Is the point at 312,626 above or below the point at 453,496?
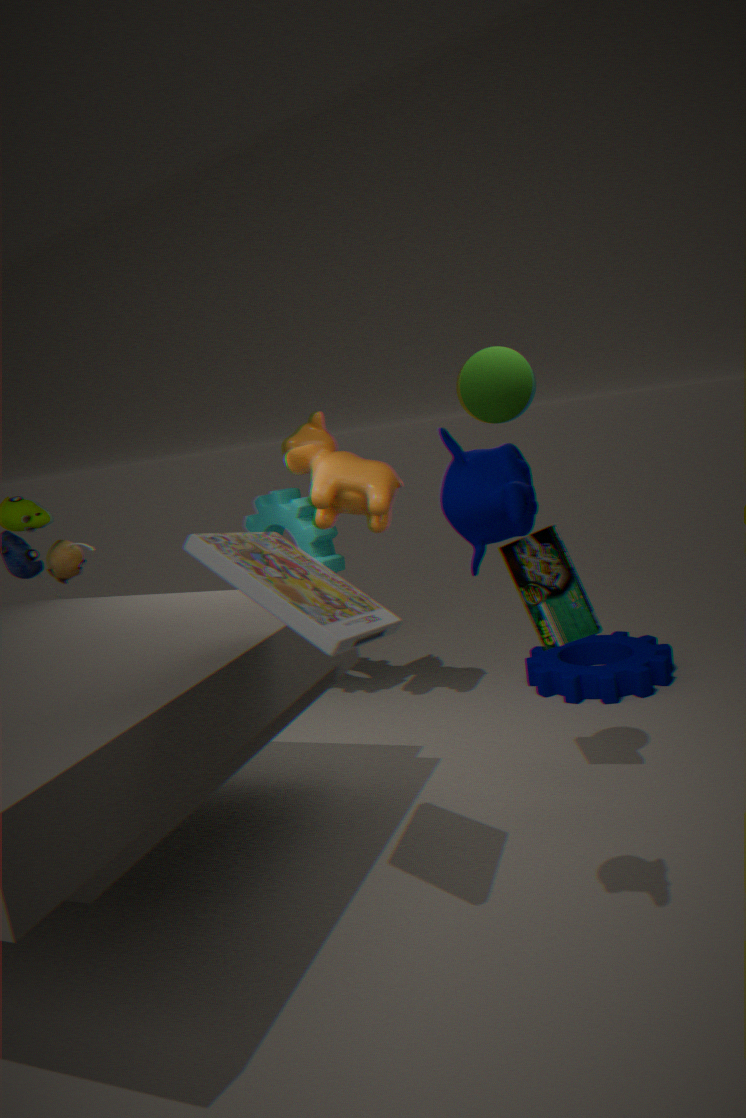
below
